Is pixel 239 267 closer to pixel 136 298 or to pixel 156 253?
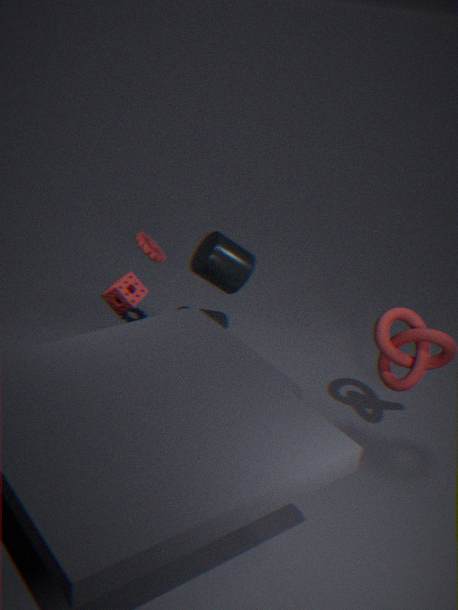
pixel 156 253
